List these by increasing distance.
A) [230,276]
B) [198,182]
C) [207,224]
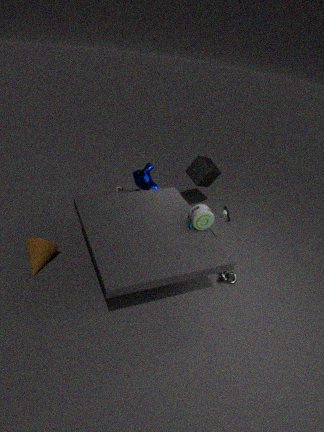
[207,224] < [230,276] < [198,182]
